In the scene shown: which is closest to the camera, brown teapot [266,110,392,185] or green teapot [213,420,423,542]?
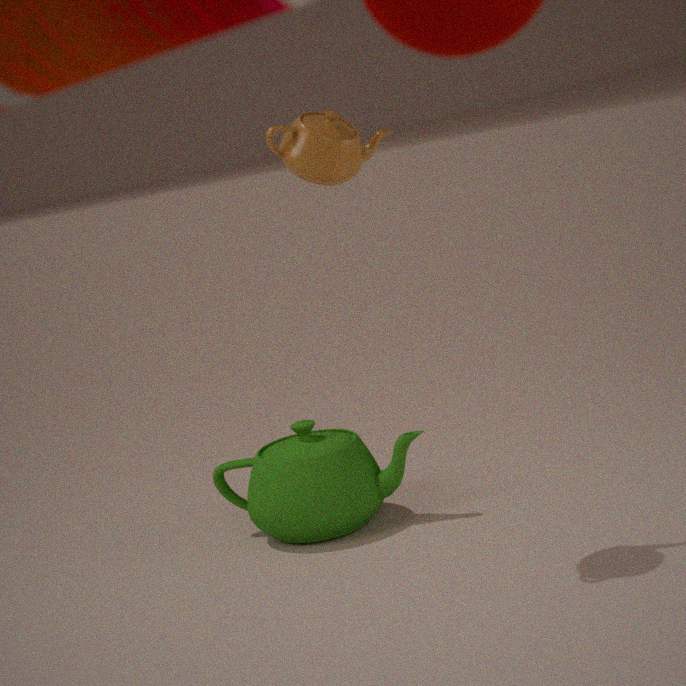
brown teapot [266,110,392,185]
